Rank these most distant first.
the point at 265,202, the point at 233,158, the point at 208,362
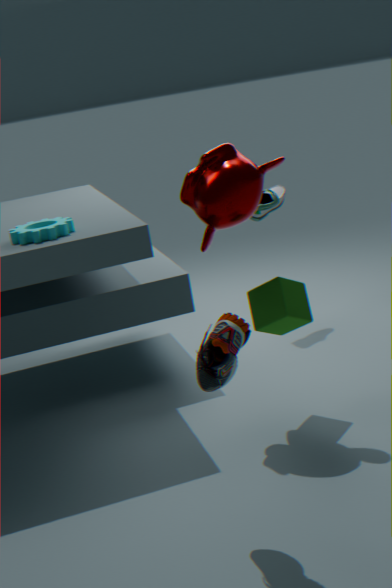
1. the point at 265,202
2. the point at 233,158
3. the point at 208,362
